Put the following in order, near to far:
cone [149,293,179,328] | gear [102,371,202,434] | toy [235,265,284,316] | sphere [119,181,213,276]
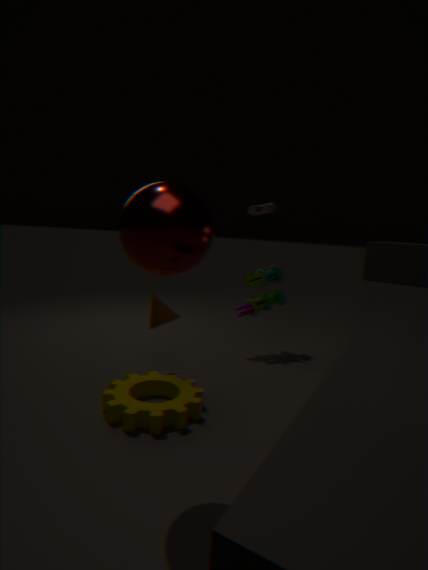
sphere [119,181,213,276]
gear [102,371,202,434]
cone [149,293,179,328]
toy [235,265,284,316]
